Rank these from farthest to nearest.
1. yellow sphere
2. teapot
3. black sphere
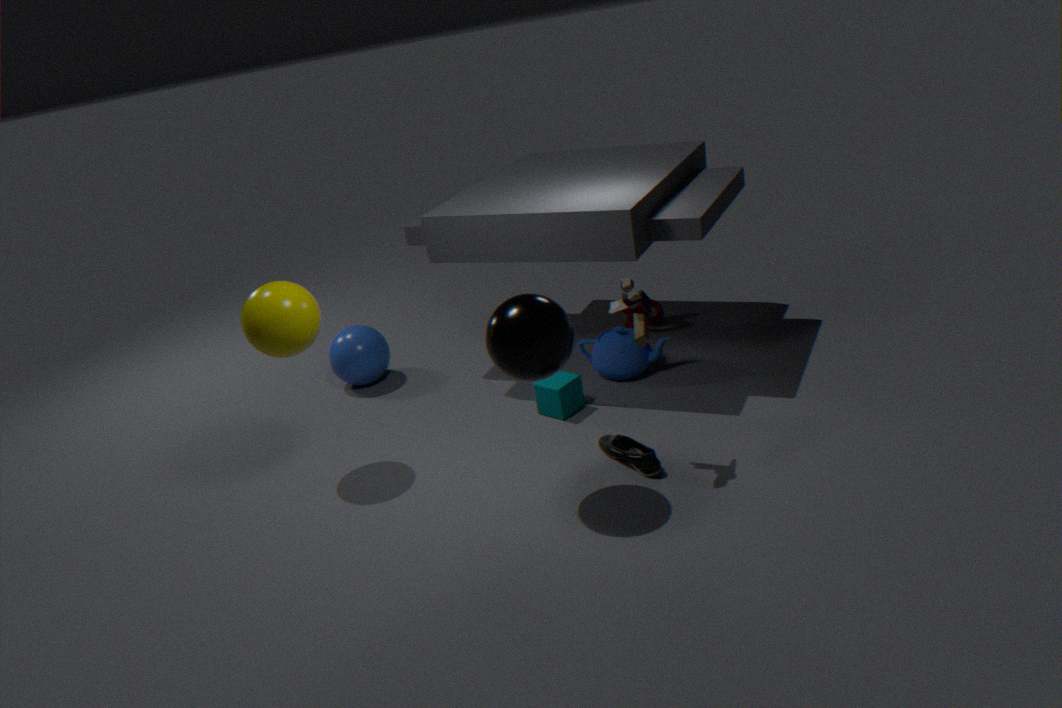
teapot < yellow sphere < black sphere
